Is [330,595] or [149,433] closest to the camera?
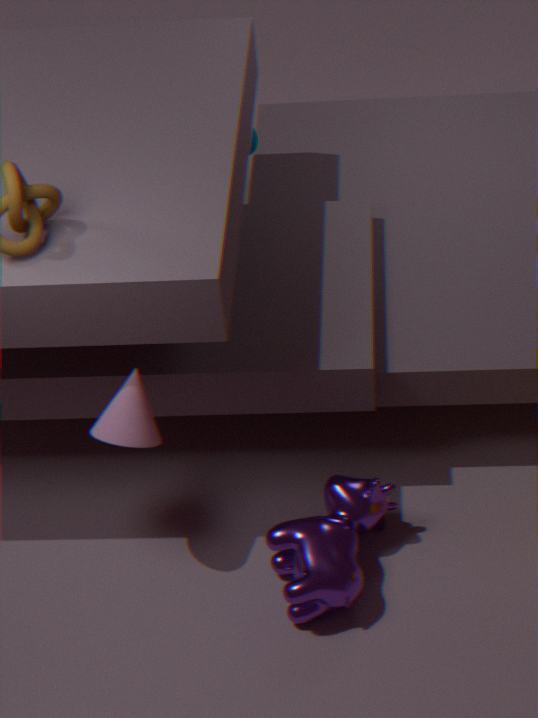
[330,595]
